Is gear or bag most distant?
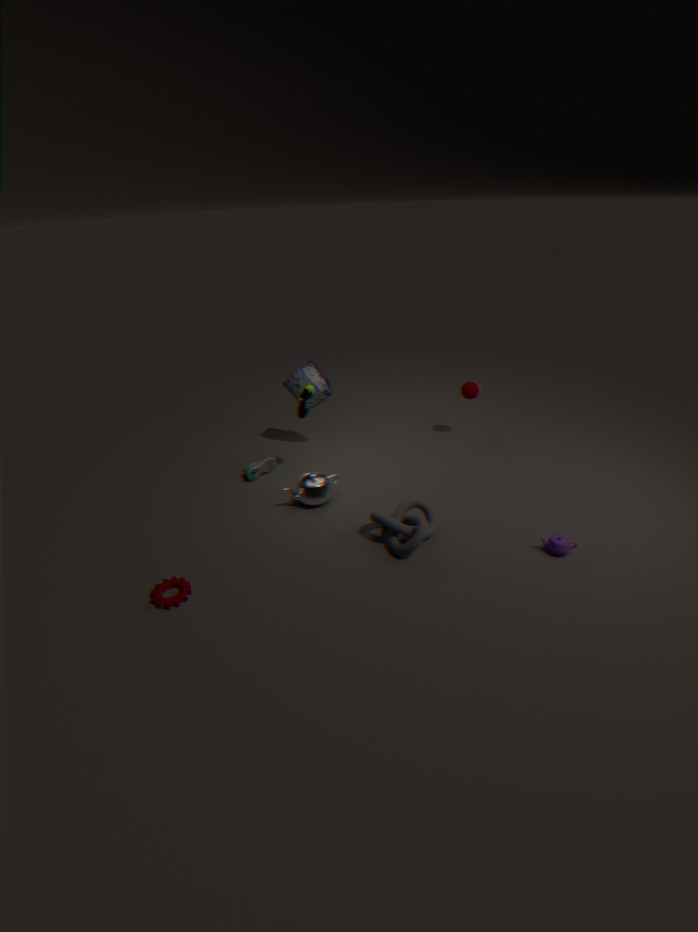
bag
